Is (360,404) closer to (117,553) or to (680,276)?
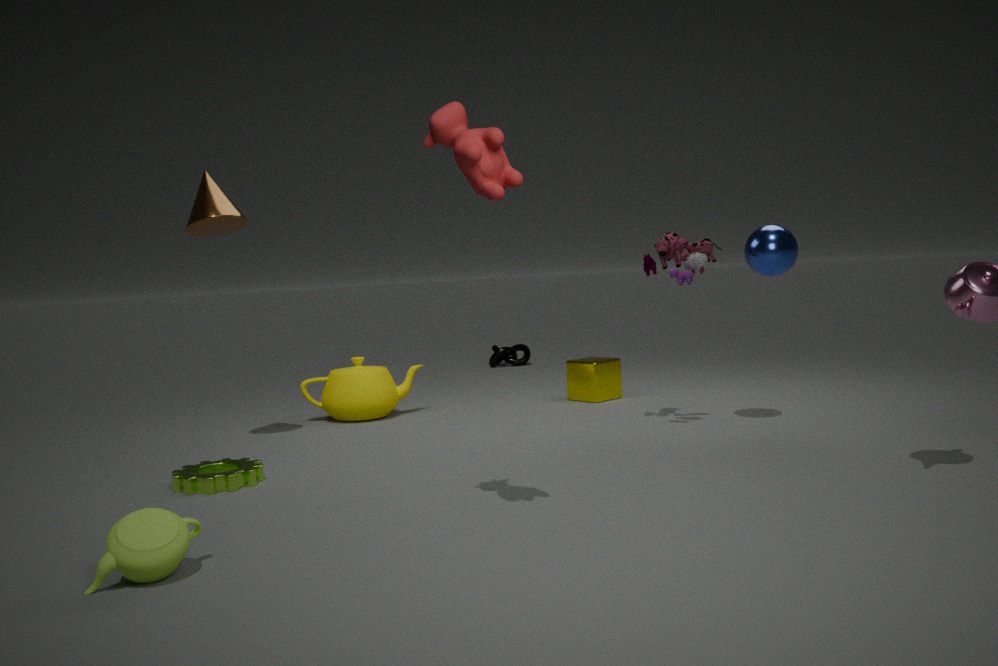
(680,276)
